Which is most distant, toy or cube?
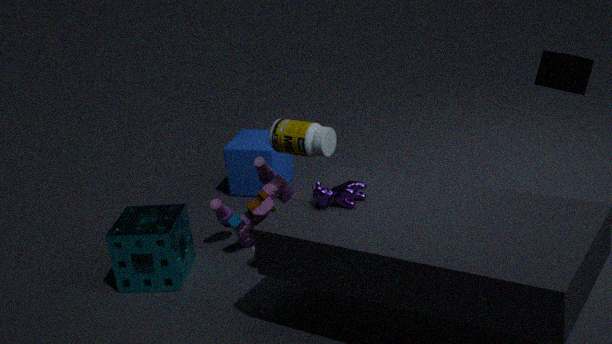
cube
